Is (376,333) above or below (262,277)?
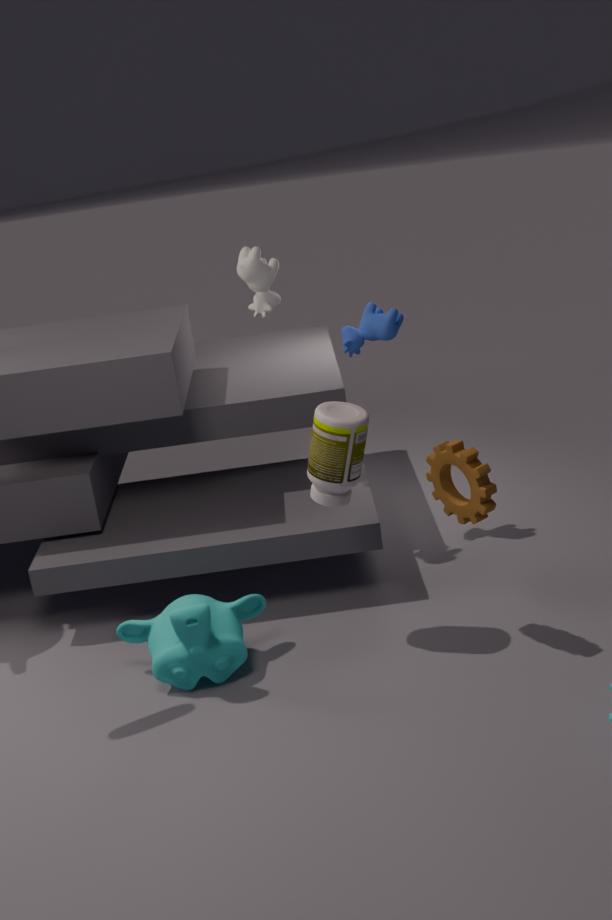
below
